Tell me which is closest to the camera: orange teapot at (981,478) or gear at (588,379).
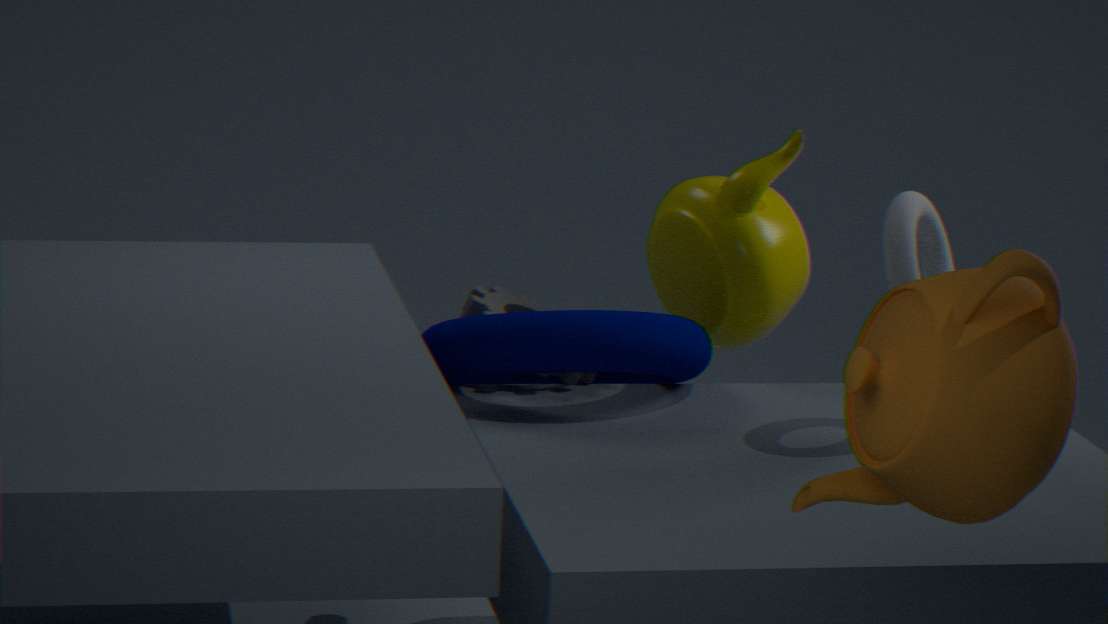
orange teapot at (981,478)
